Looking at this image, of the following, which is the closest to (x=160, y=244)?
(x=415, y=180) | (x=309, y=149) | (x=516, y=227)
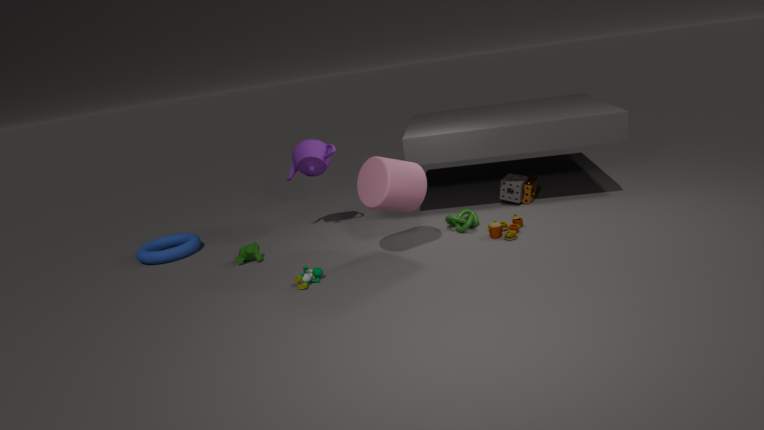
(x=309, y=149)
